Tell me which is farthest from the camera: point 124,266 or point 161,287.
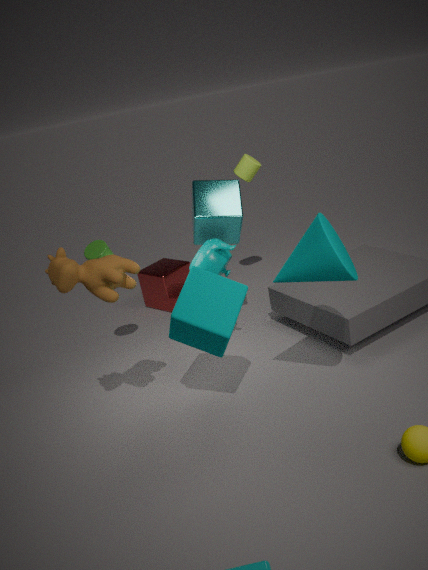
point 161,287
